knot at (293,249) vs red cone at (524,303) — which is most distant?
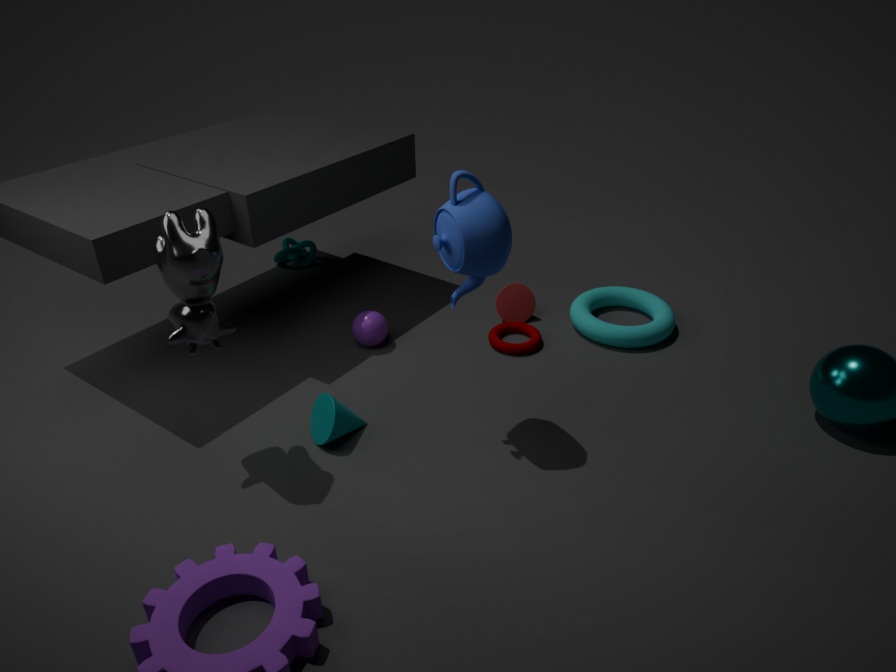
knot at (293,249)
